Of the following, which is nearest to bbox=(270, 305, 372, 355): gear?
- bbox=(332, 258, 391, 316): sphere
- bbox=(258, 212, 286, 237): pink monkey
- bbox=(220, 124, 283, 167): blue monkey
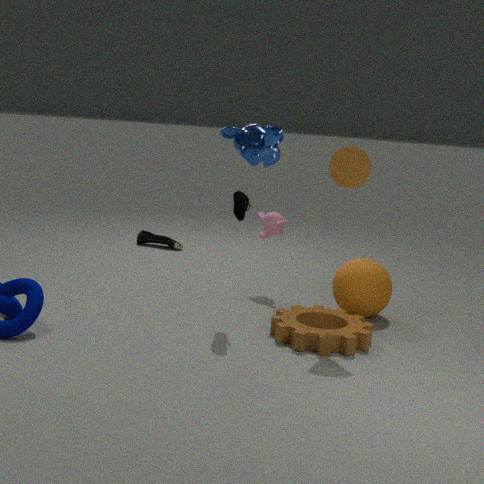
bbox=(332, 258, 391, 316): sphere
